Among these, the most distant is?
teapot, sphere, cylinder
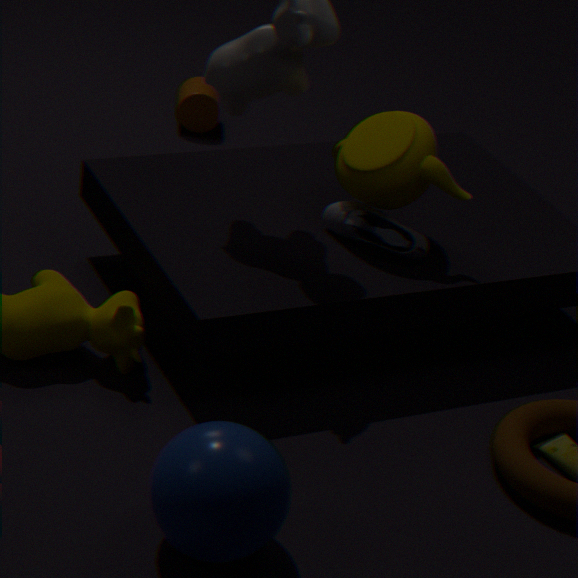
cylinder
